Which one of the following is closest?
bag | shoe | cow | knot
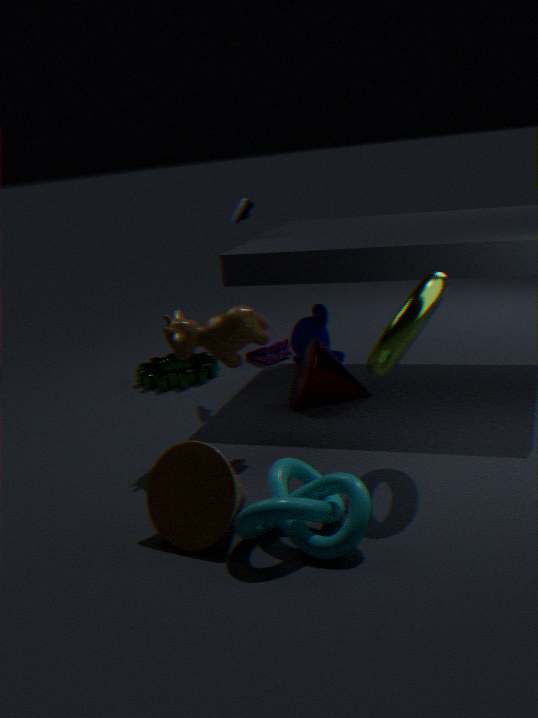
knot
